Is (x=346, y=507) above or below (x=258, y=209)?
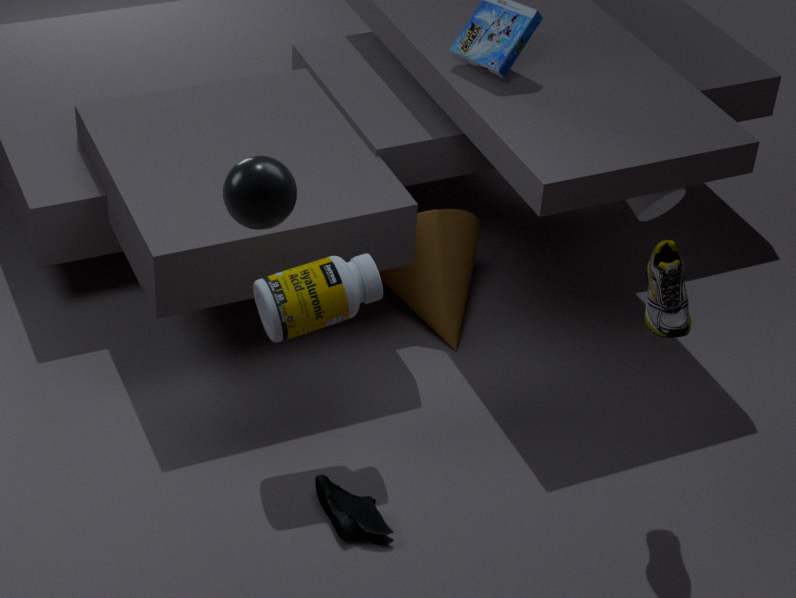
below
